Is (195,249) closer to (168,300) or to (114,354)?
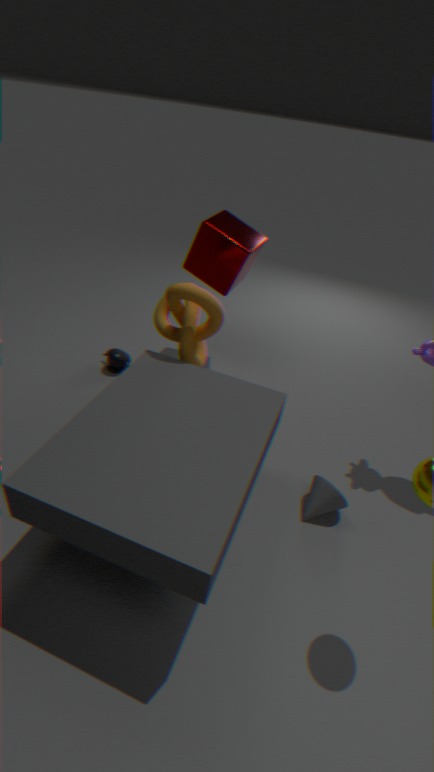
(168,300)
